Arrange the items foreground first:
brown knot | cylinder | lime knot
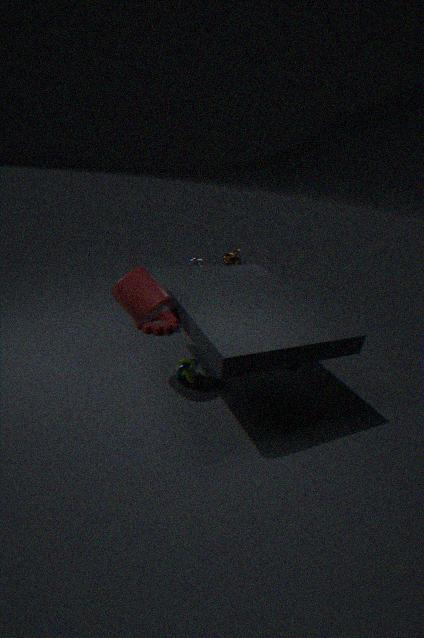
cylinder, lime knot, brown knot
